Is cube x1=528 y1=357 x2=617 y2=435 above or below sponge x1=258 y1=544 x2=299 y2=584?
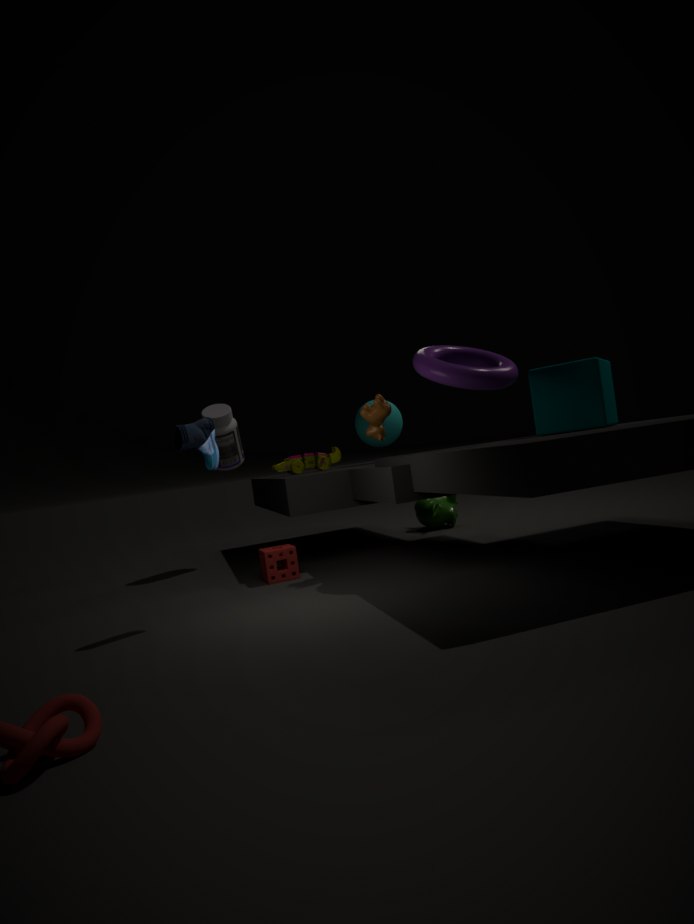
above
